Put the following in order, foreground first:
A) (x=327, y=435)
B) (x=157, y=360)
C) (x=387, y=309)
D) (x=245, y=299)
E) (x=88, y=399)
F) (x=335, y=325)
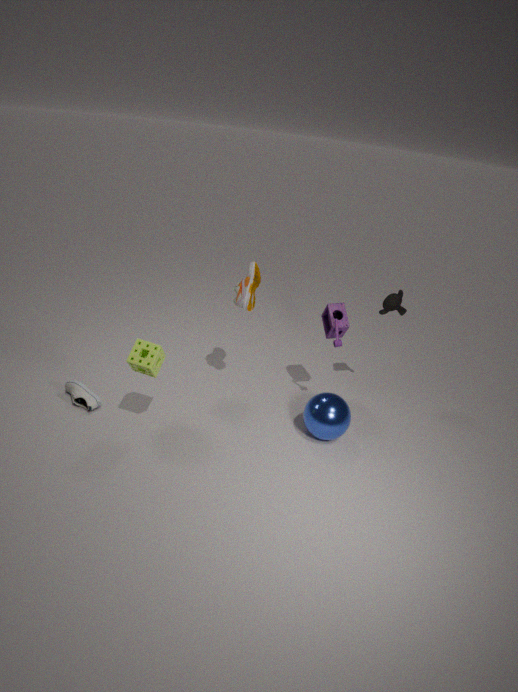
(x=157, y=360) < (x=327, y=435) < (x=88, y=399) < (x=335, y=325) < (x=245, y=299) < (x=387, y=309)
